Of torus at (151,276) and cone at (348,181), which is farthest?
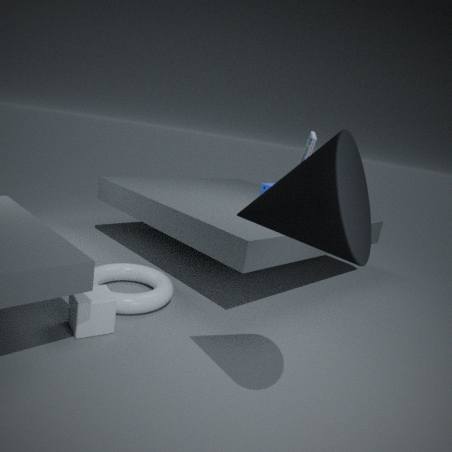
torus at (151,276)
